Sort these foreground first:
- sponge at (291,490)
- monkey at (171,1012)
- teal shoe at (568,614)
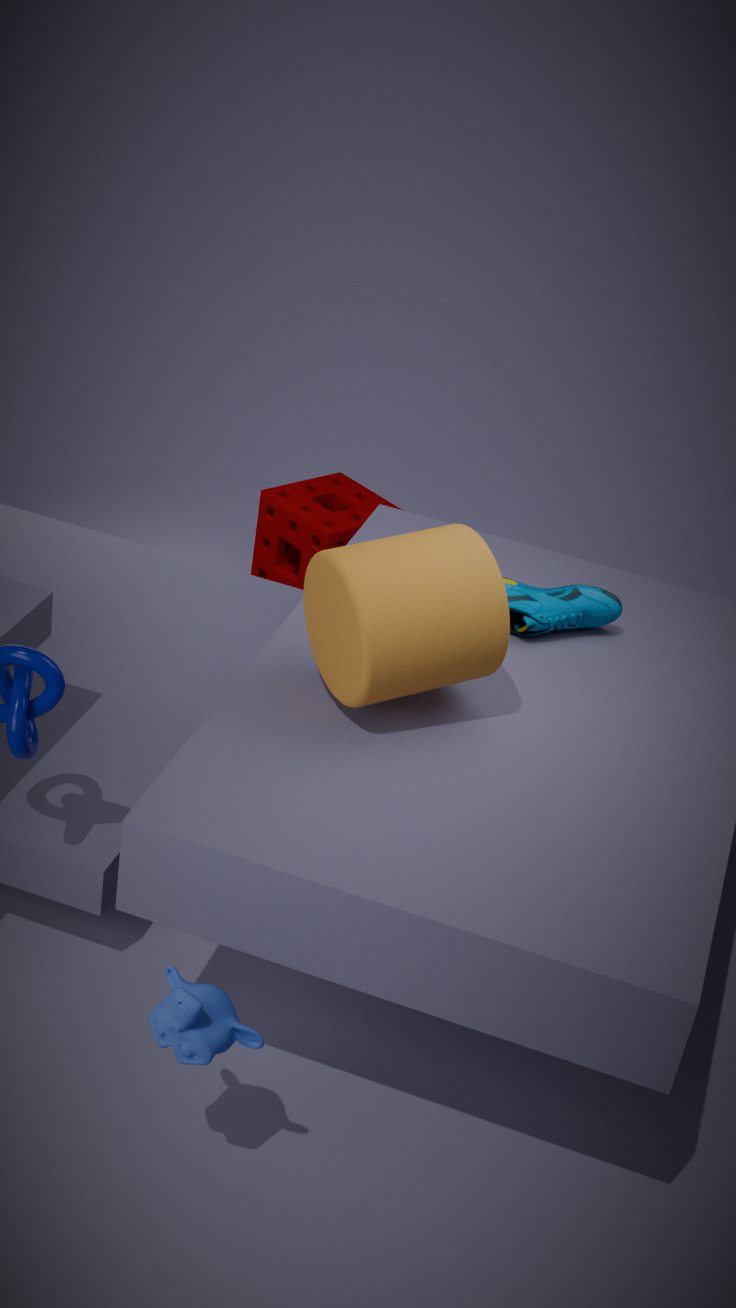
1. monkey at (171,1012)
2. teal shoe at (568,614)
3. sponge at (291,490)
